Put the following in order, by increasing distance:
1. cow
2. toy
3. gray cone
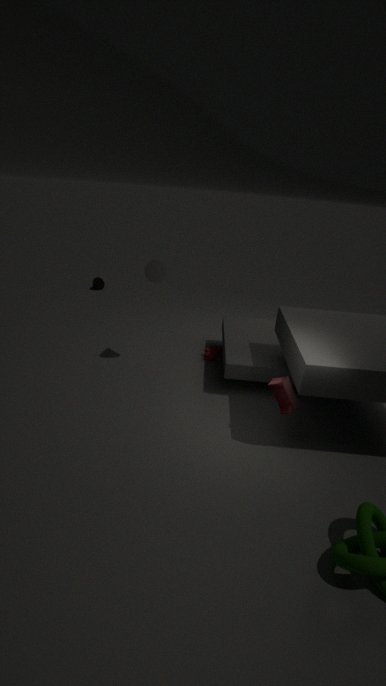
toy, gray cone, cow
